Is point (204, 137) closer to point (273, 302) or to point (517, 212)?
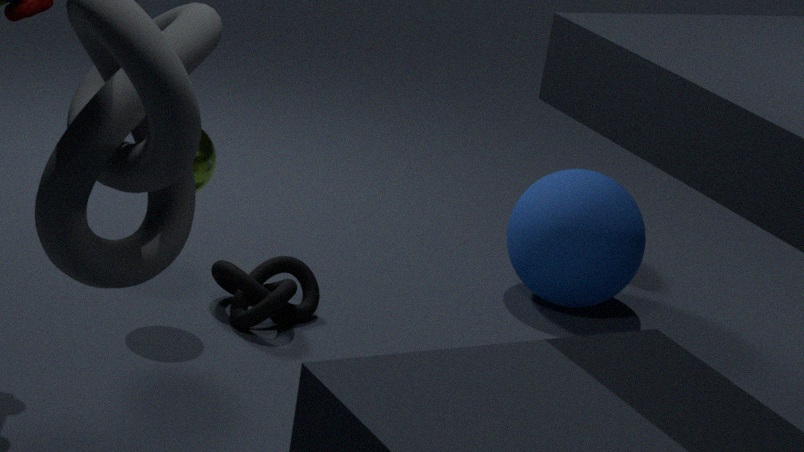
point (273, 302)
